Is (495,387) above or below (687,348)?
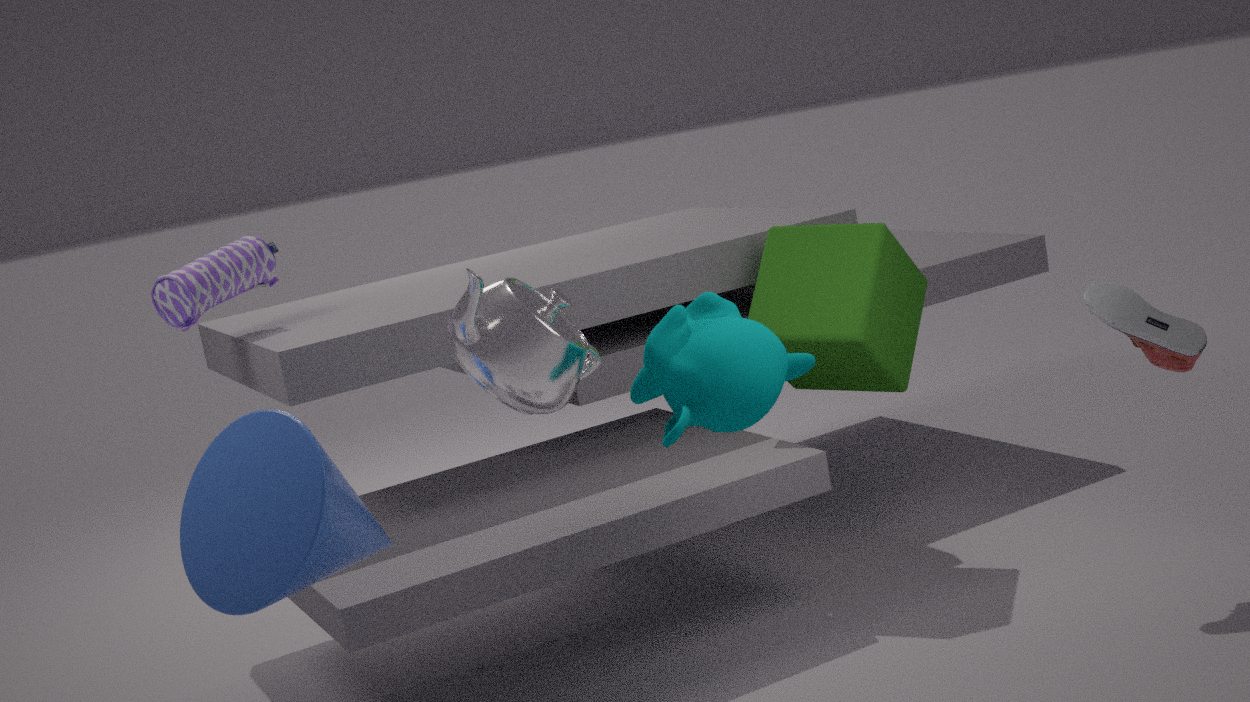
above
